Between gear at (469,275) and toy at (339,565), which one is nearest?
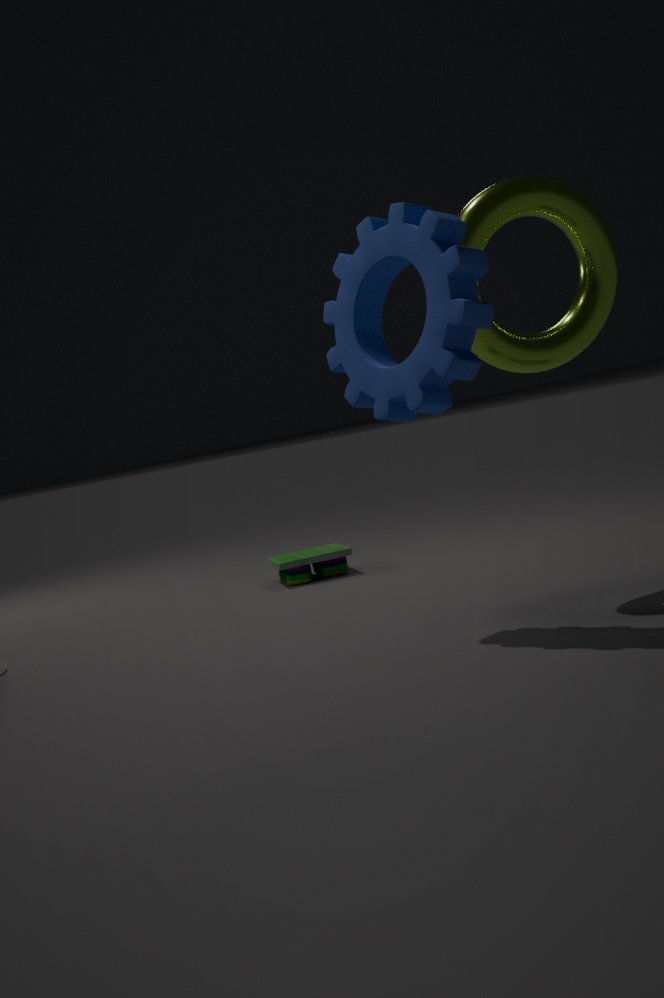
gear at (469,275)
